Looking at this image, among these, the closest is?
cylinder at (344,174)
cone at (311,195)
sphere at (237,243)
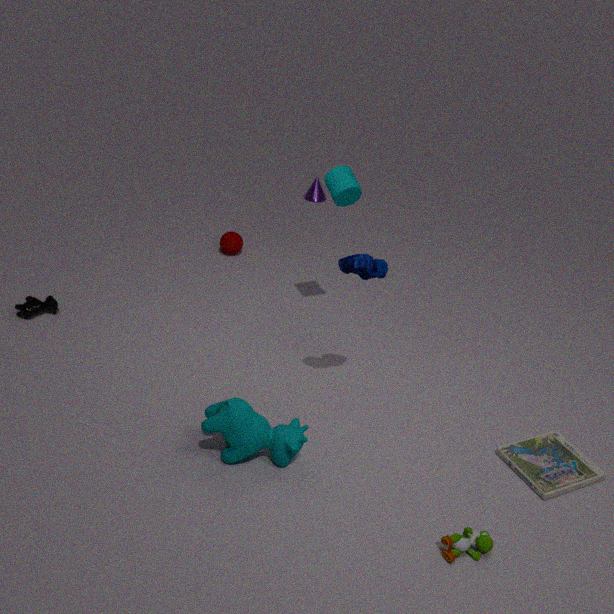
cylinder at (344,174)
